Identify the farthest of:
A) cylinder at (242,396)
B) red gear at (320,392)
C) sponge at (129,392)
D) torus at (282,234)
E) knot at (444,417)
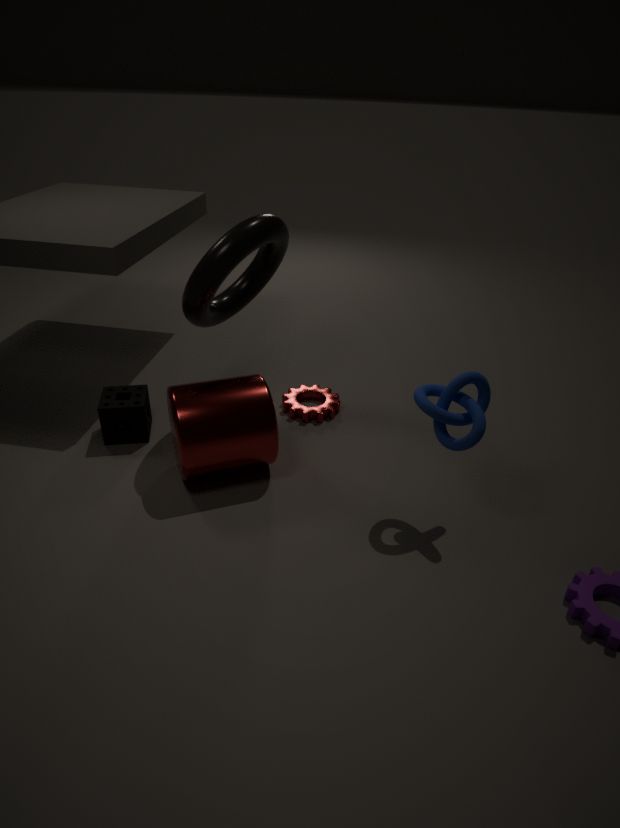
red gear at (320,392)
